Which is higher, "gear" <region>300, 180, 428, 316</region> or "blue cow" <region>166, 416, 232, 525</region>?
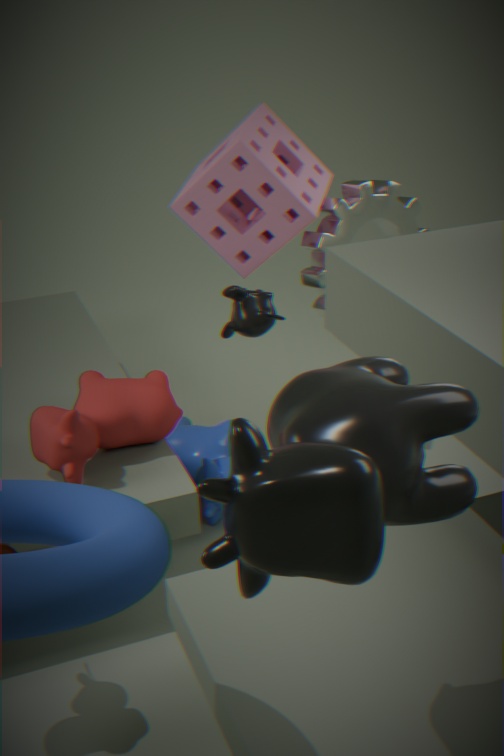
"gear" <region>300, 180, 428, 316</region>
